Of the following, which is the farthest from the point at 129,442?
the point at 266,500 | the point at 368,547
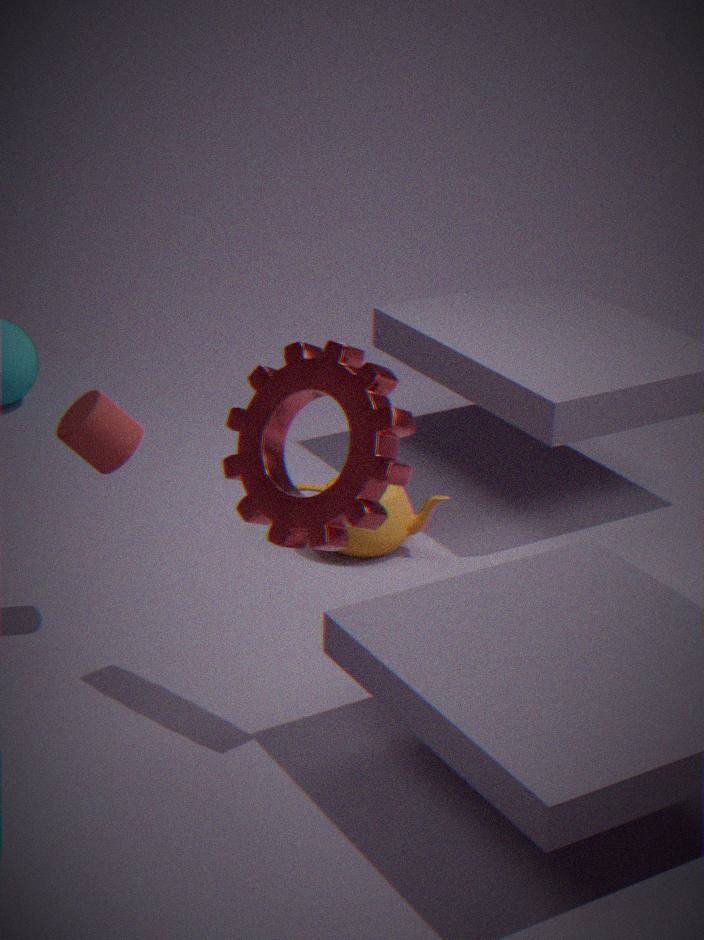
the point at 368,547
